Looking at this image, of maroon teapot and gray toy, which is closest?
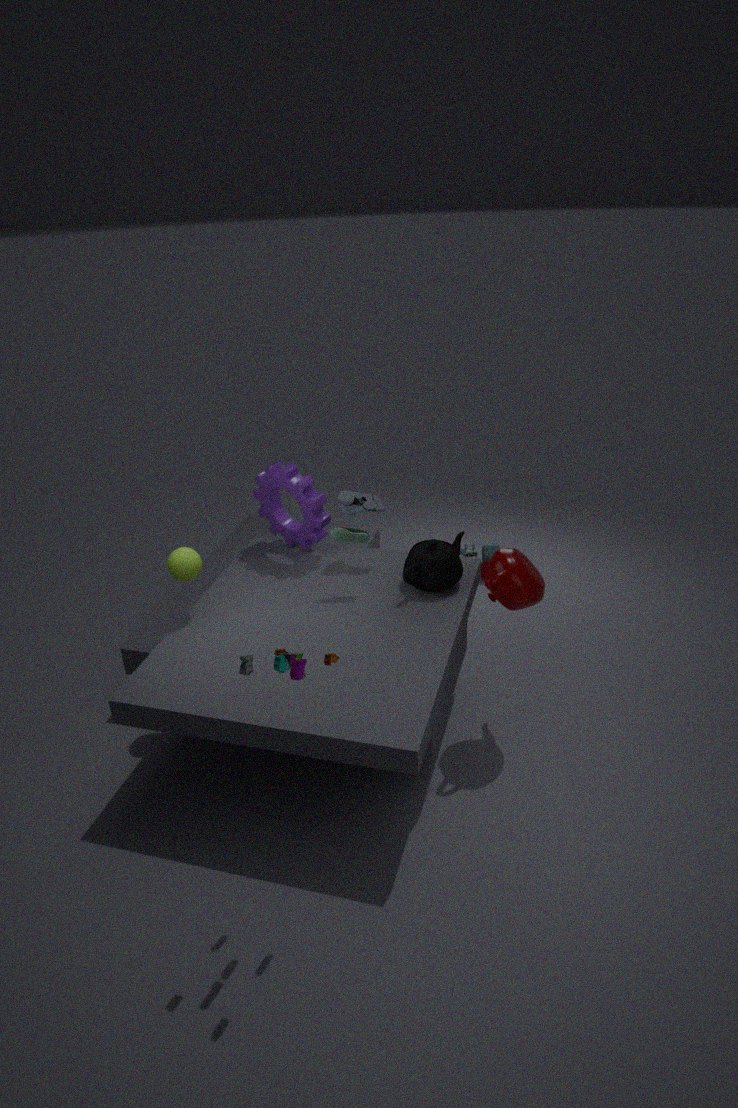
maroon teapot
